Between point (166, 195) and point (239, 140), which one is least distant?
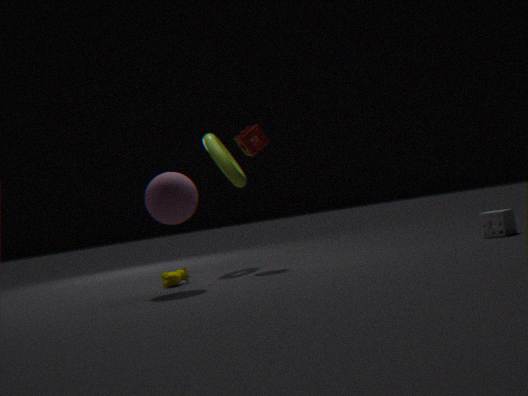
point (166, 195)
